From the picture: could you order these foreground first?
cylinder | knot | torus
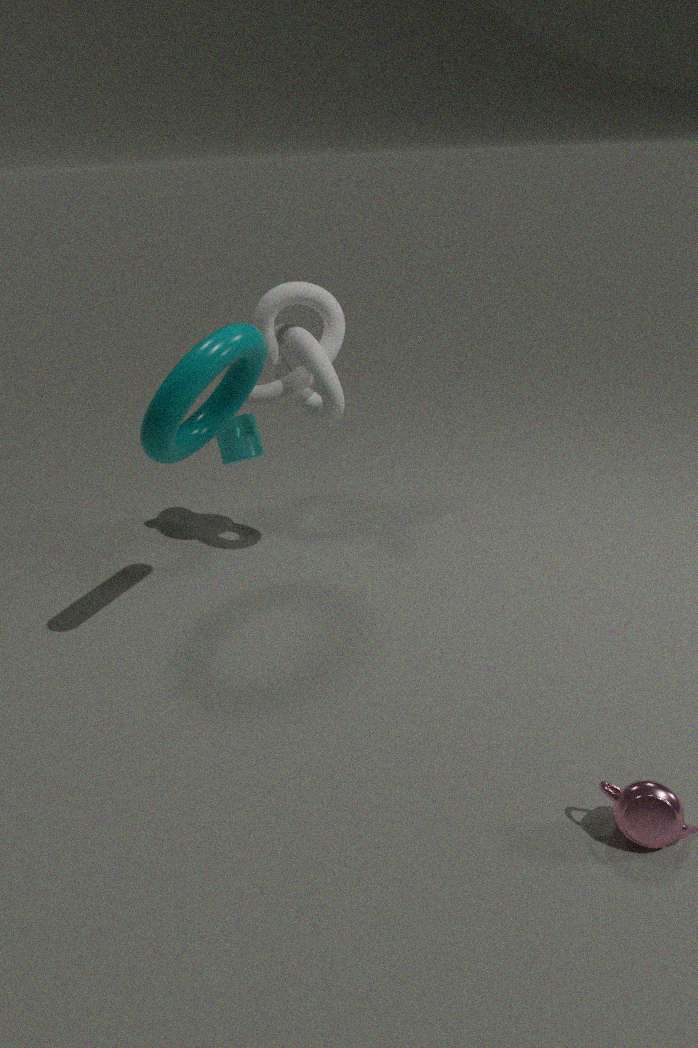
torus → knot → cylinder
